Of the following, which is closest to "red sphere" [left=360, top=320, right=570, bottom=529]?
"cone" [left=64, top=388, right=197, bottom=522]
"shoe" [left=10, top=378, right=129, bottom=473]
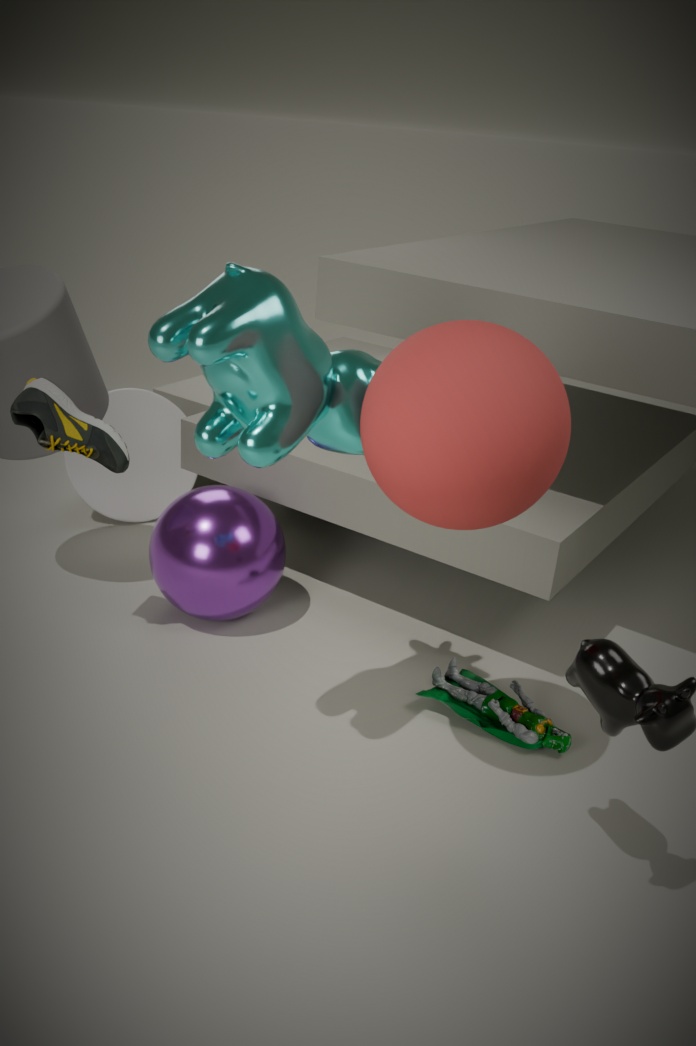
"shoe" [left=10, top=378, right=129, bottom=473]
